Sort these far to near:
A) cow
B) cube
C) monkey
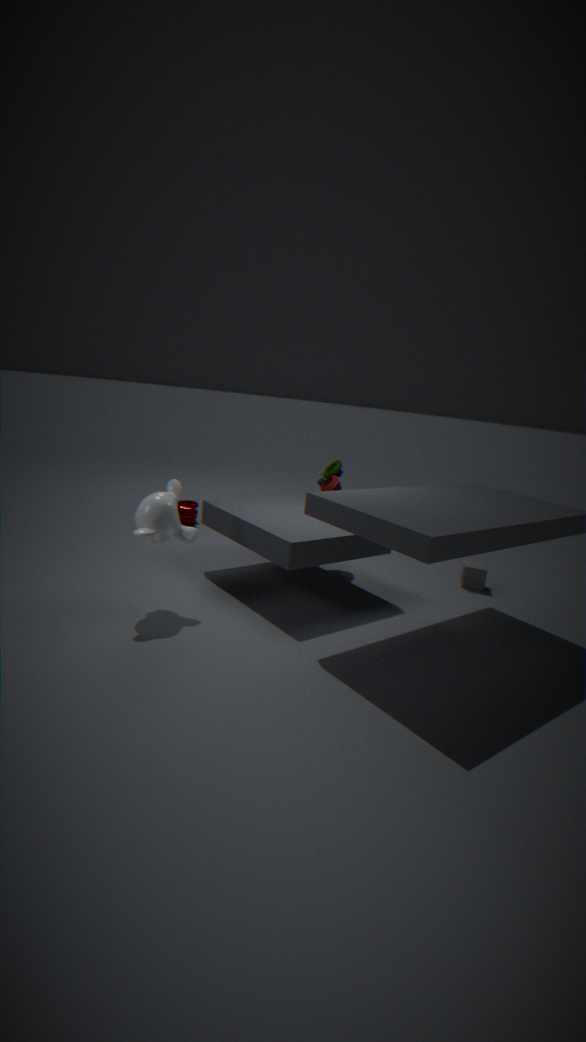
1. cow
2. cube
3. monkey
